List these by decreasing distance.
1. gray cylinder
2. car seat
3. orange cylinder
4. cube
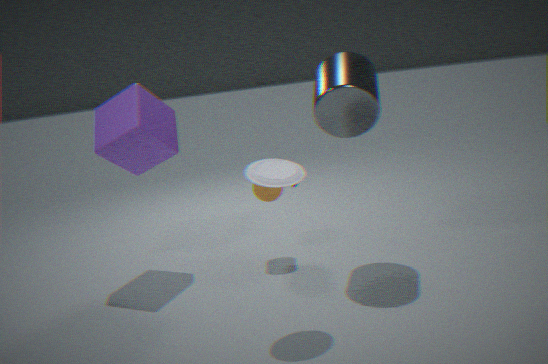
orange cylinder
cube
gray cylinder
car seat
